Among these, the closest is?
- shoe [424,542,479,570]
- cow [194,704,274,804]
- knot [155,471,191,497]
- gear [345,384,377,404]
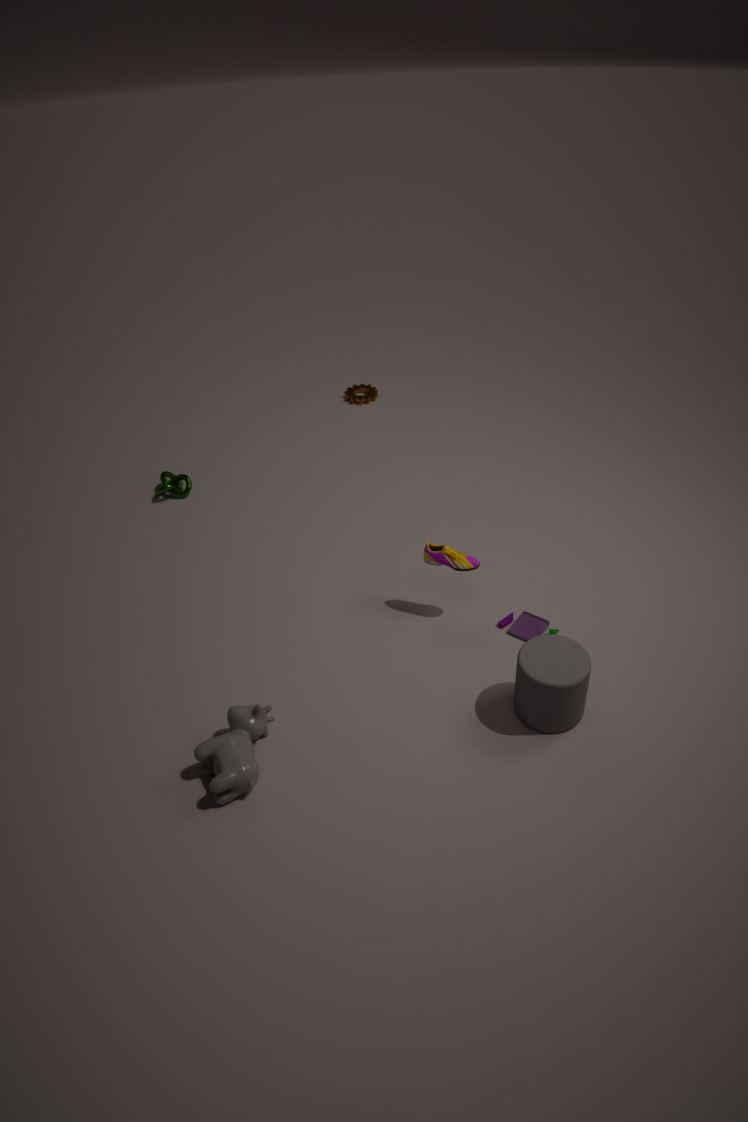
cow [194,704,274,804]
